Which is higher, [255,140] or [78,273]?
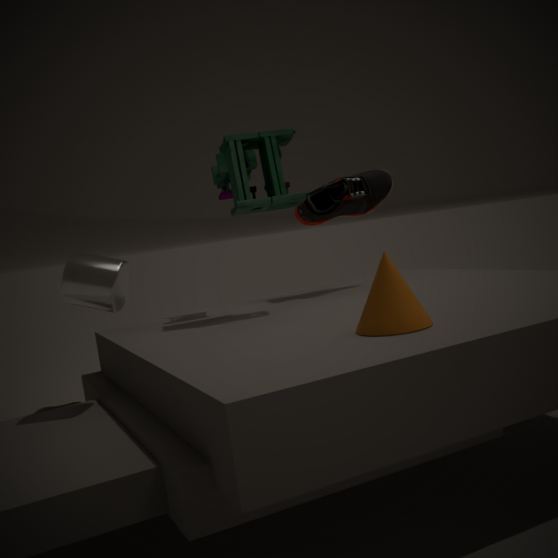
[255,140]
